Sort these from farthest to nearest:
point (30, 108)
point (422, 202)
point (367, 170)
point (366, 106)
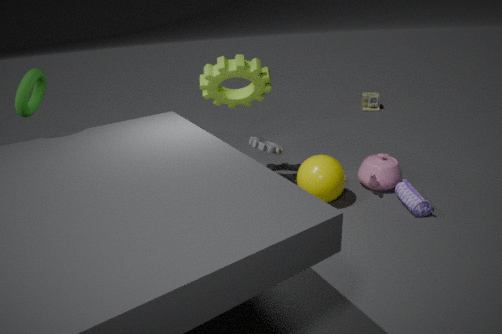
point (366, 106)
point (367, 170)
point (422, 202)
point (30, 108)
